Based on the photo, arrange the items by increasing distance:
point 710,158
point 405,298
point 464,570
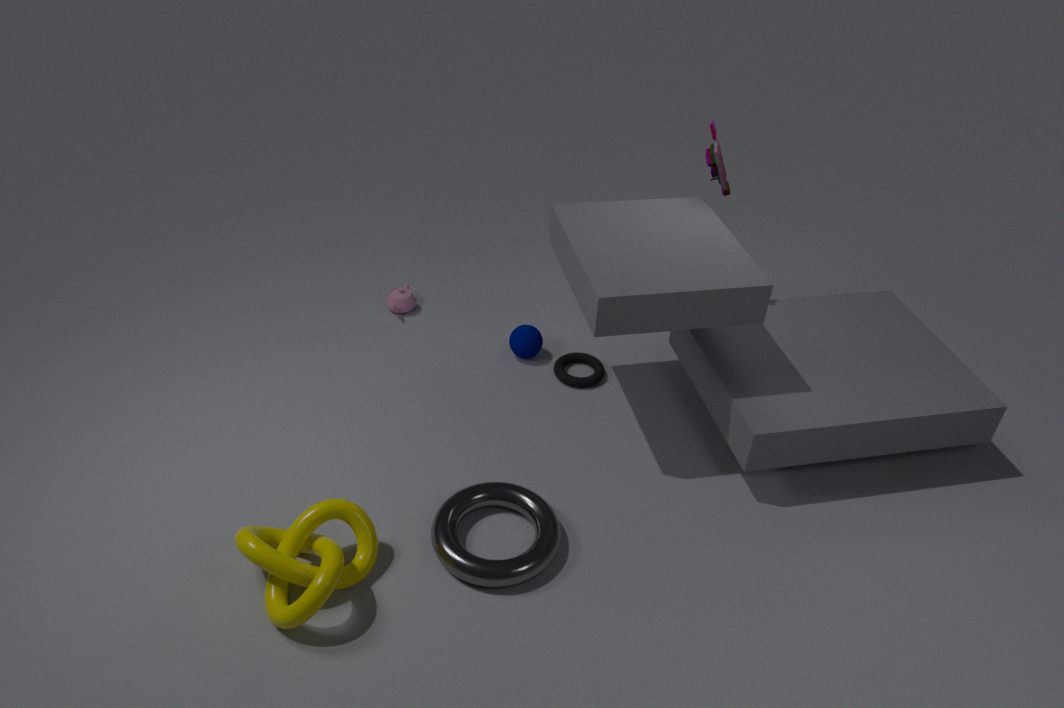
point 464,570
point 710,158
point 405,298
